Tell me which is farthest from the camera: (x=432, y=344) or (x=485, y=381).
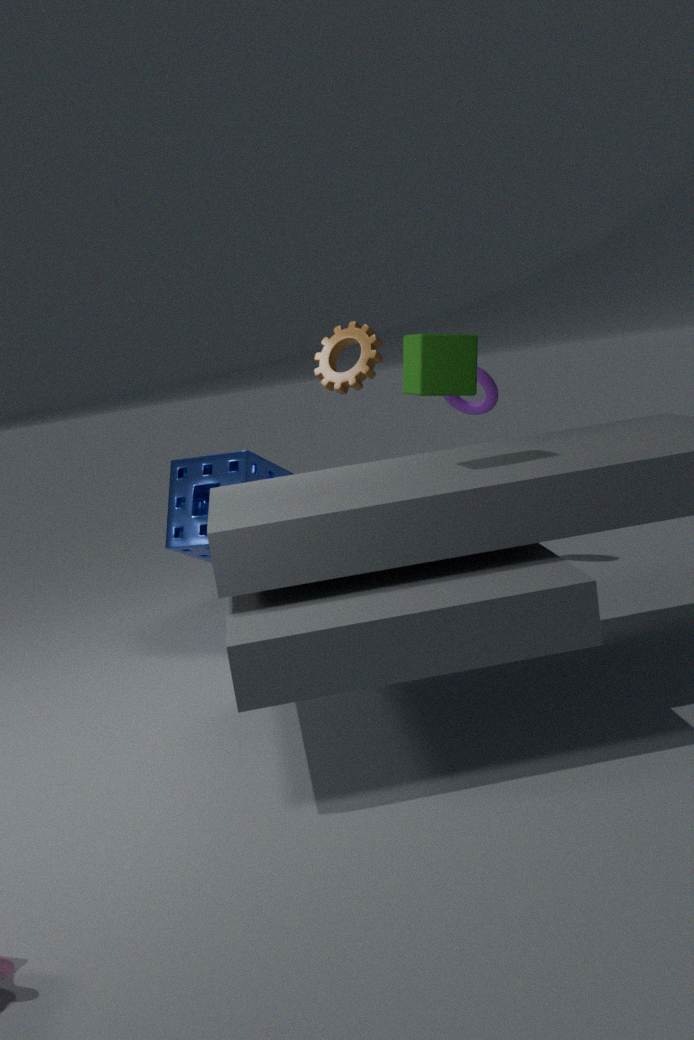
(x=485, y=381)
